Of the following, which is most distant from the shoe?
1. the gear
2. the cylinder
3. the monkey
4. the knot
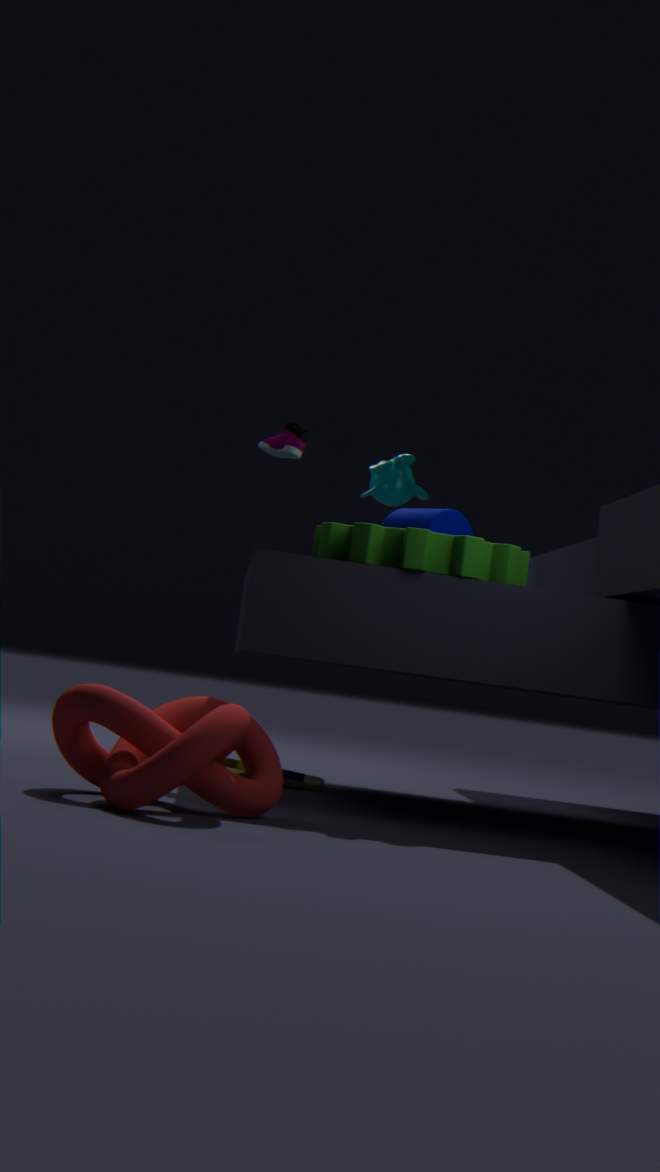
the knot
